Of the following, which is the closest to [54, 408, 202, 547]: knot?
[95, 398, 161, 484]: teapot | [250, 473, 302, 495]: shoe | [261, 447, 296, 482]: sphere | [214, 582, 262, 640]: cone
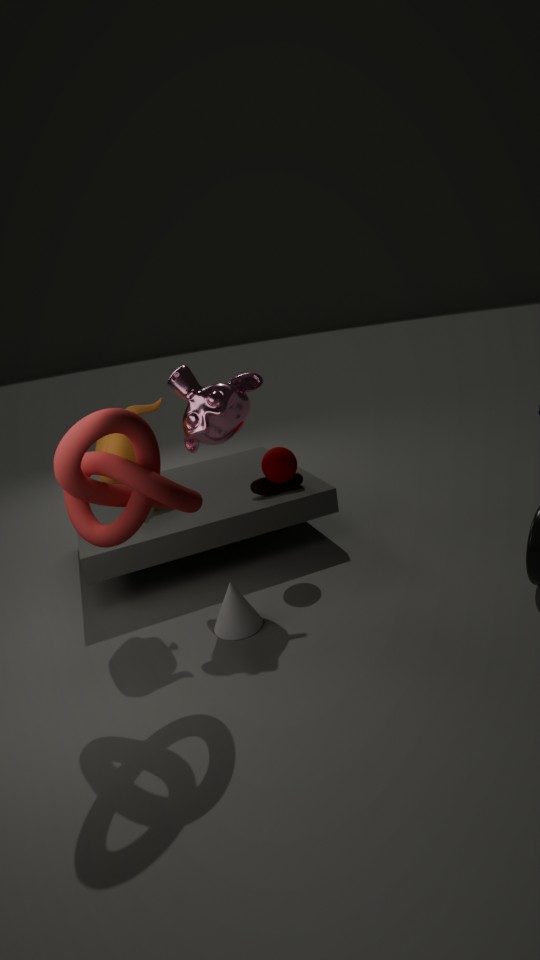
[95, 398, 161, 484]: teapot
